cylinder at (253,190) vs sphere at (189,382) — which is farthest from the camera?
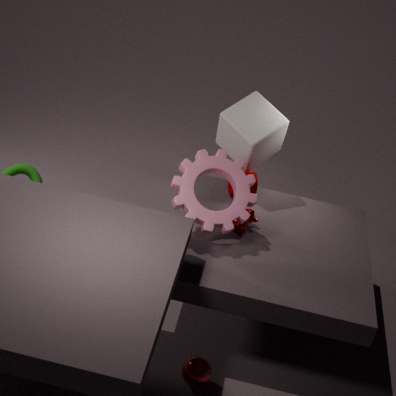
cylinder at (253,190)
